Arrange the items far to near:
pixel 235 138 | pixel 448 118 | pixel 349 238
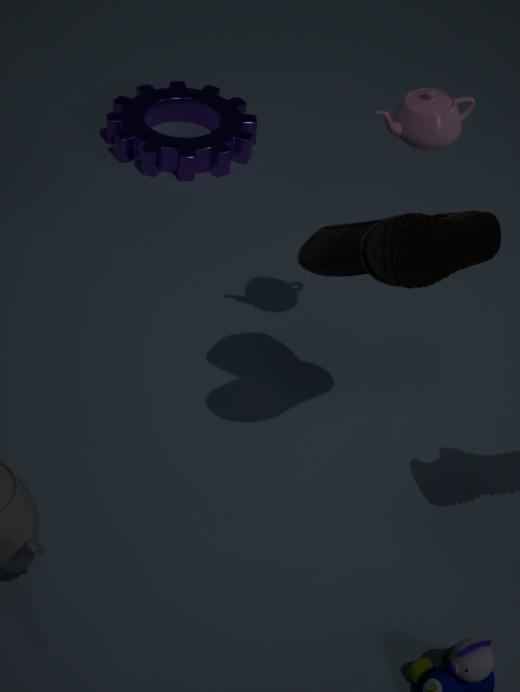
pixel 235 138, pixel 448 118, pixel 349 238
